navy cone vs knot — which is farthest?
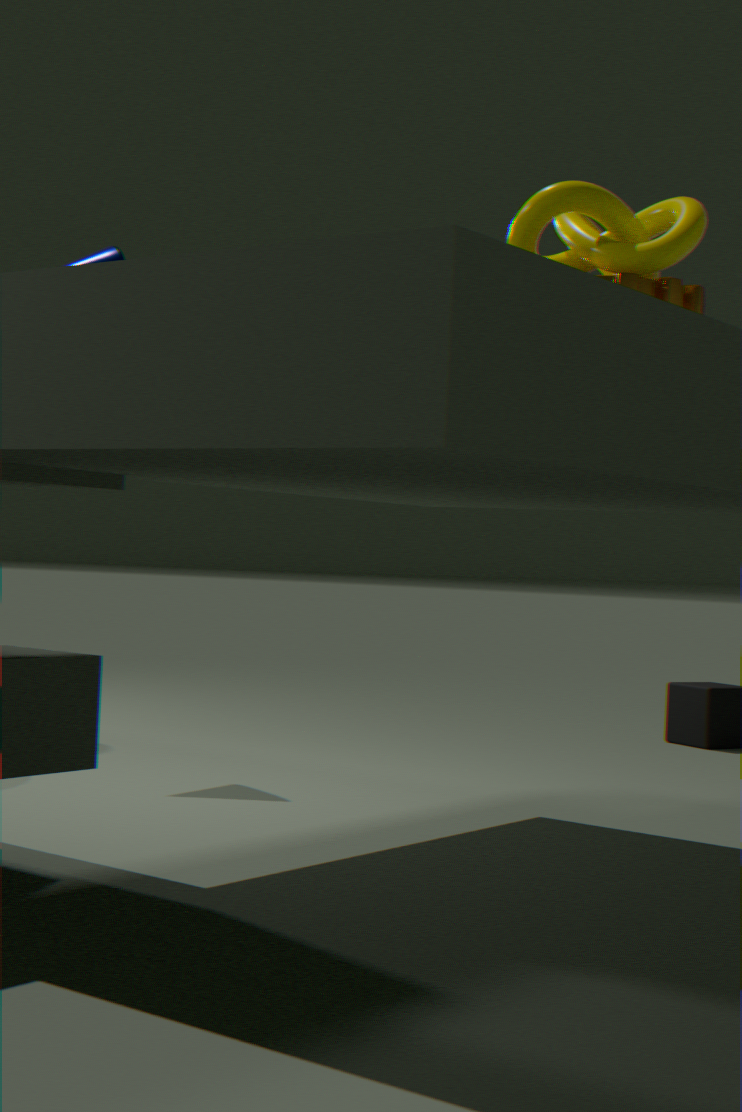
navy cone
